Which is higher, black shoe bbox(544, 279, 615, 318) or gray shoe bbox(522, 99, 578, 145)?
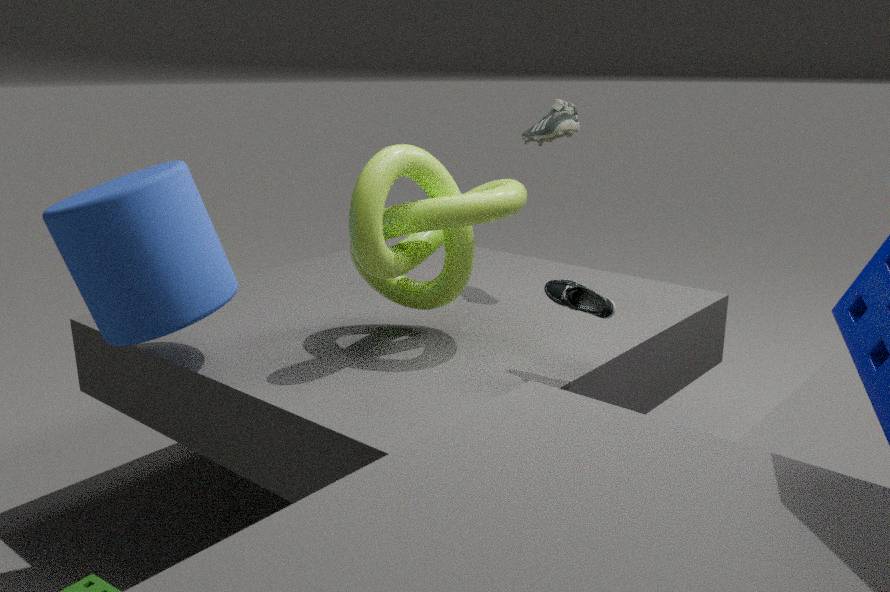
gray shoe bbox(522, 99, 578, 145)
